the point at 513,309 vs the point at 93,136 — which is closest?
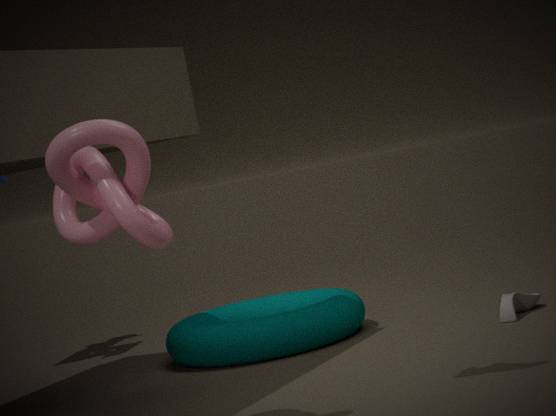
the point at 93,136
